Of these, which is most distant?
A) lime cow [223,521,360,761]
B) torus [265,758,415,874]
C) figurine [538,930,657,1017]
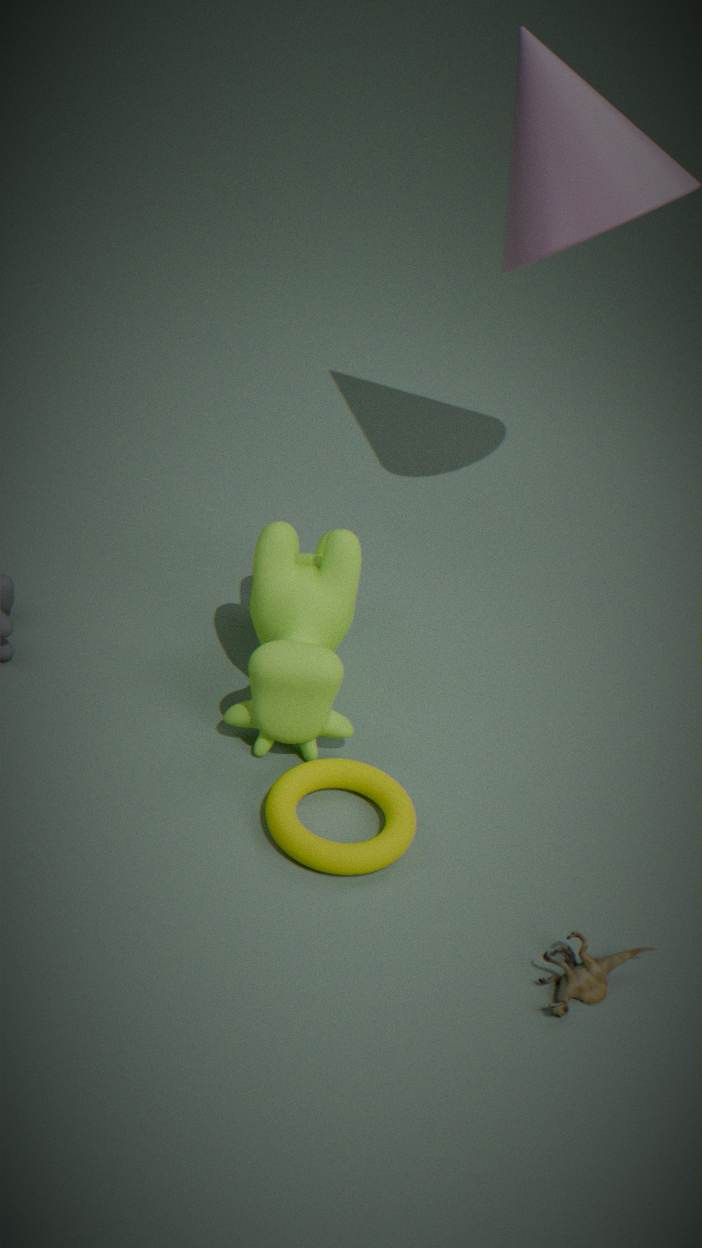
A. lime cow [223,521,360,761]
